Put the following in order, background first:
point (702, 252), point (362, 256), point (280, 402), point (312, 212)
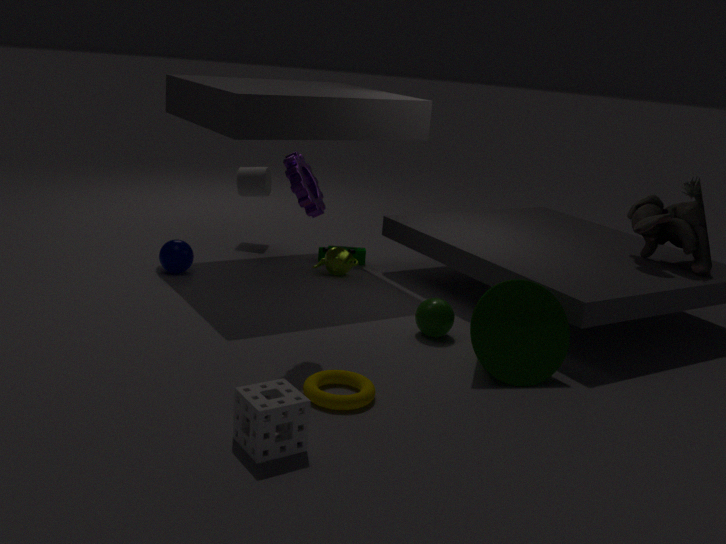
point (362, 256) < point (702, 252) < point (312, 212) < point (280, 402)
